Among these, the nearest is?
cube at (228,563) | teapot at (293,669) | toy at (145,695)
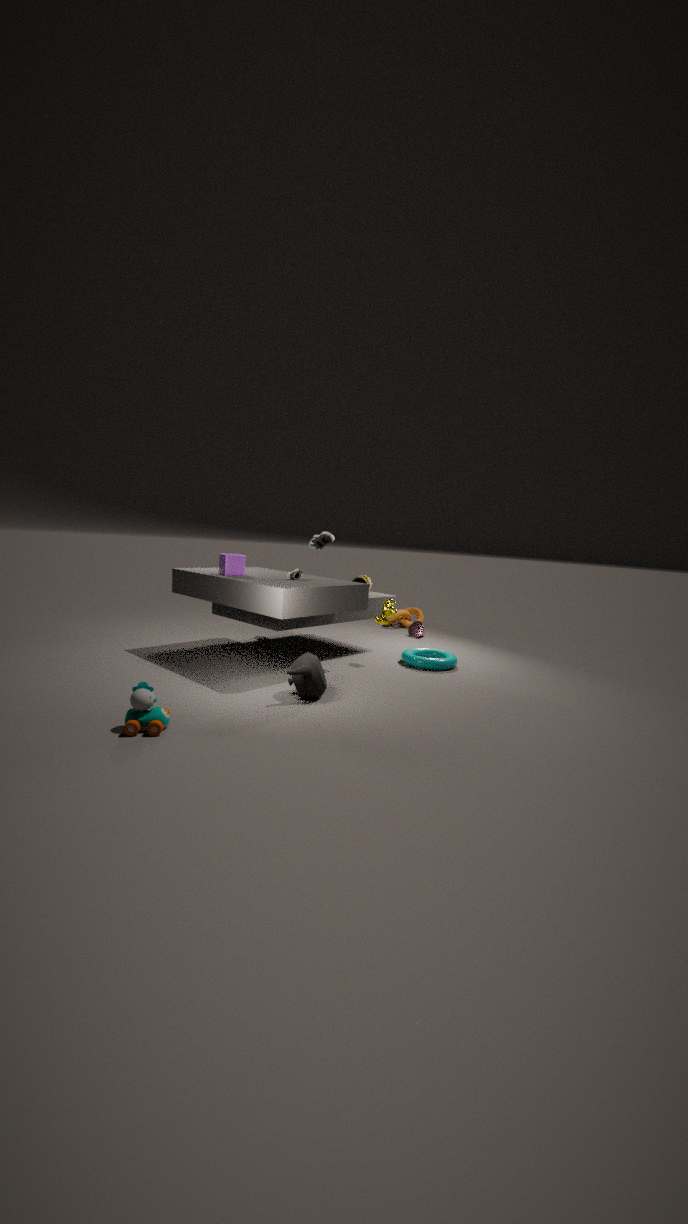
toy at (145,695)
